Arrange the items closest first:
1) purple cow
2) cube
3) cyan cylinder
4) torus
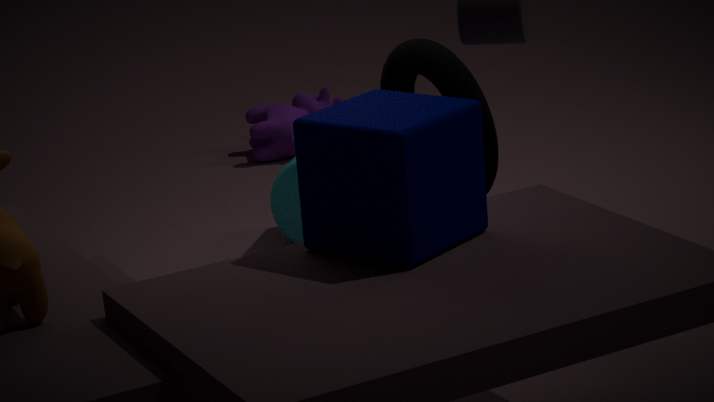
2. cube, 4. torus, 3. cyan cylinder, 1. purple cow
